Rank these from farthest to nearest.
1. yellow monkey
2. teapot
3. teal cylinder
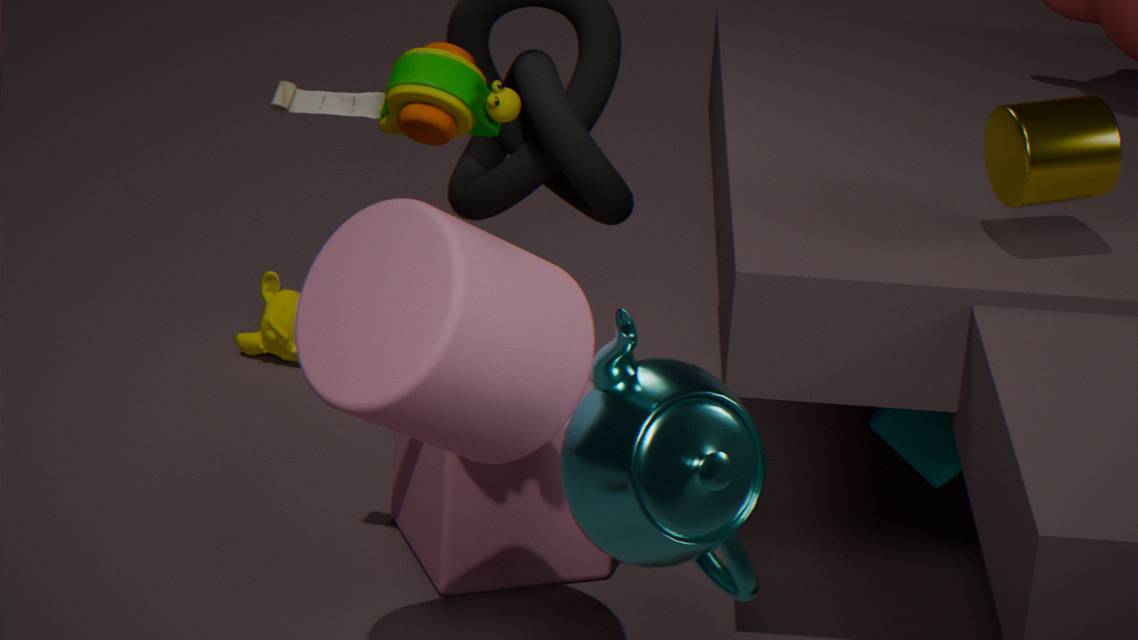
yellow monkey, teal cylinder, teapot
